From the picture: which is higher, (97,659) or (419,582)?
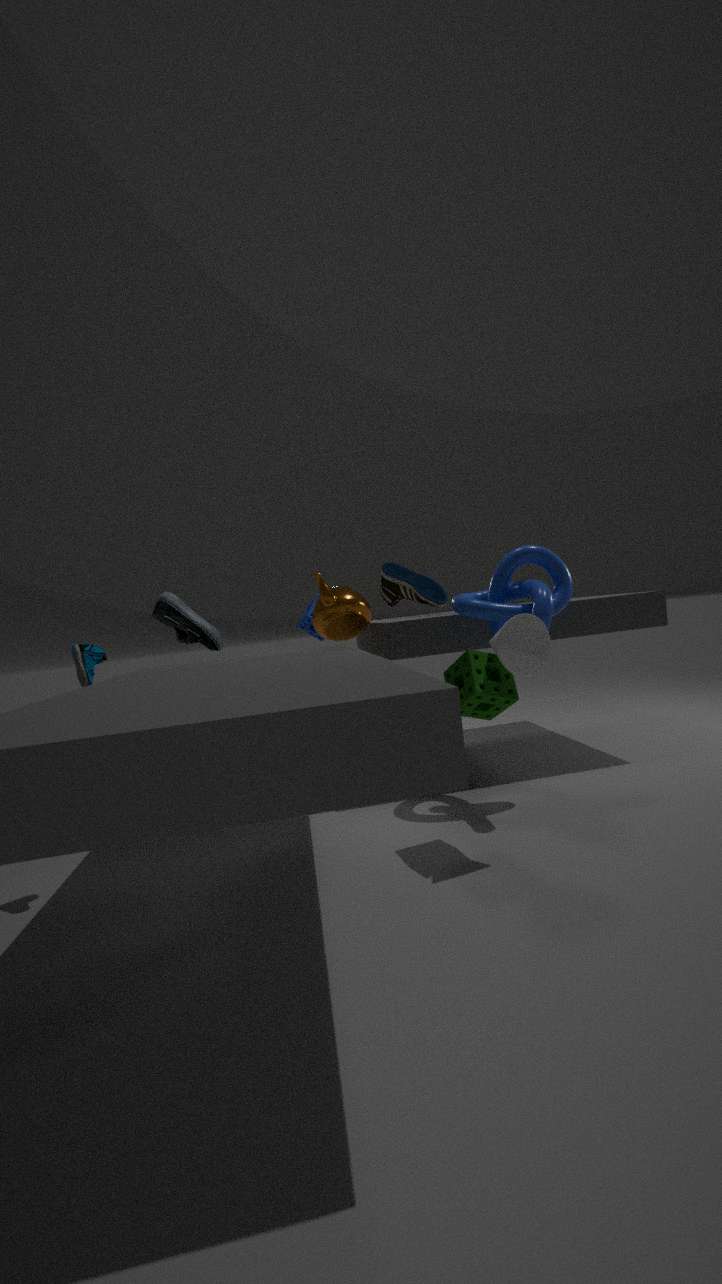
(419,582)
